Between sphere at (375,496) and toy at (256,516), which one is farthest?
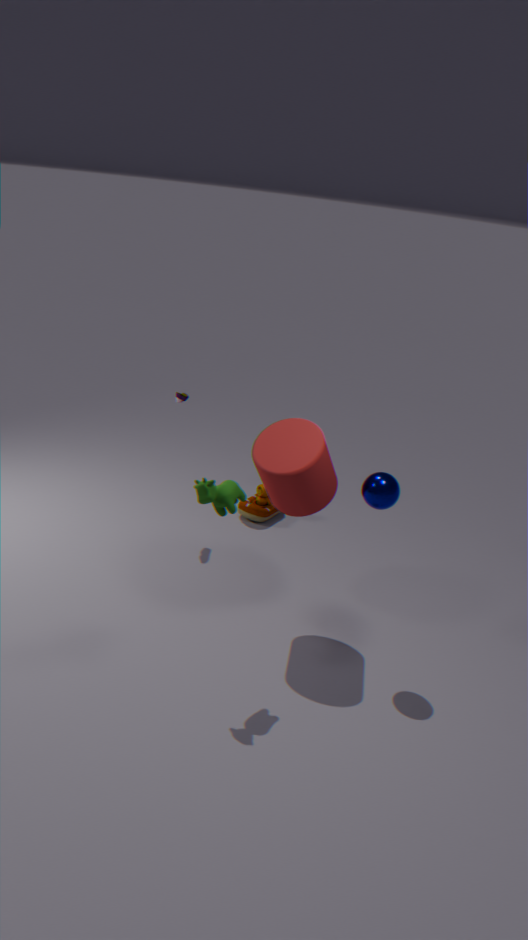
toy at (256,516)
